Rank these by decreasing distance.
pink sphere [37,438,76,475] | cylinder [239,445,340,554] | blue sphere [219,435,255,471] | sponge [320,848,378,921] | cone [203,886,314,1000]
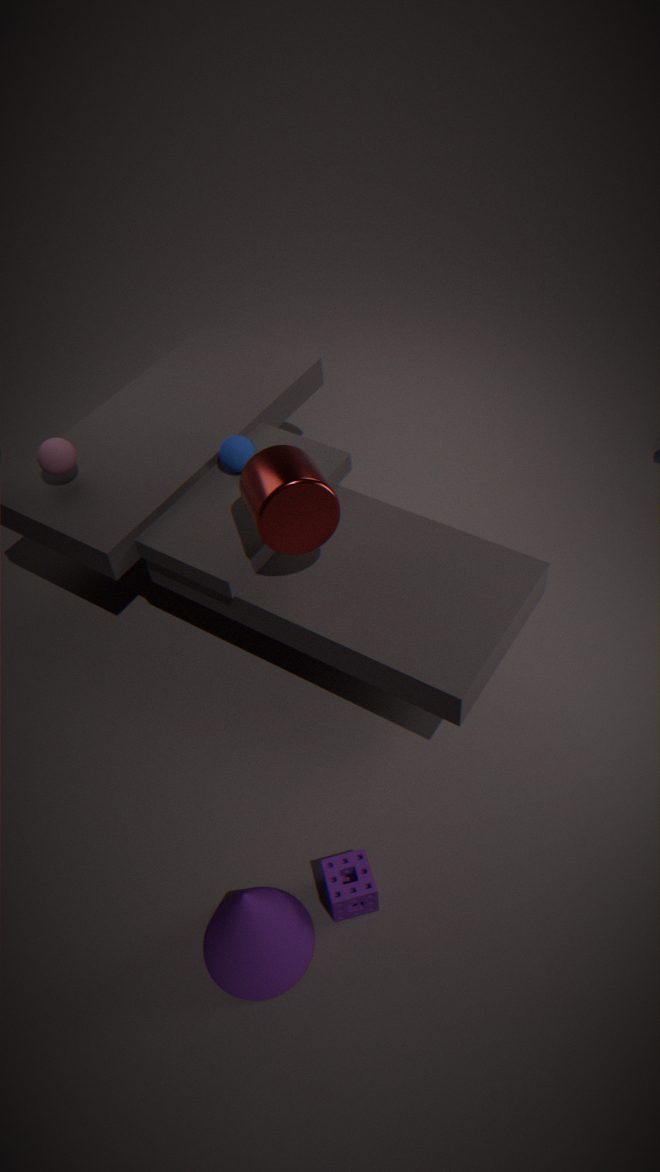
blue sphere [219,435,255,471], pink sphere [37,438,76,475], cylinder [239,445,340,554], sponge [320,848,378,921], cone [203,886,314,1000]
